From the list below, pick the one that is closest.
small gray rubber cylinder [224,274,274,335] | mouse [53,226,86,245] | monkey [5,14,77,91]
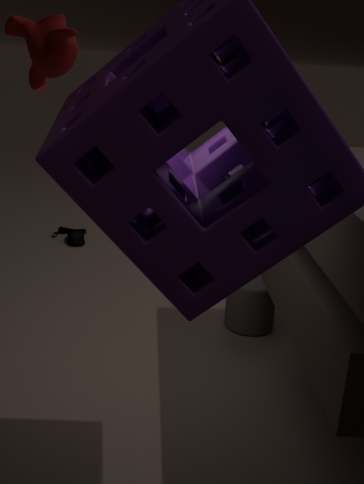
monkey [5,14,77,91]
